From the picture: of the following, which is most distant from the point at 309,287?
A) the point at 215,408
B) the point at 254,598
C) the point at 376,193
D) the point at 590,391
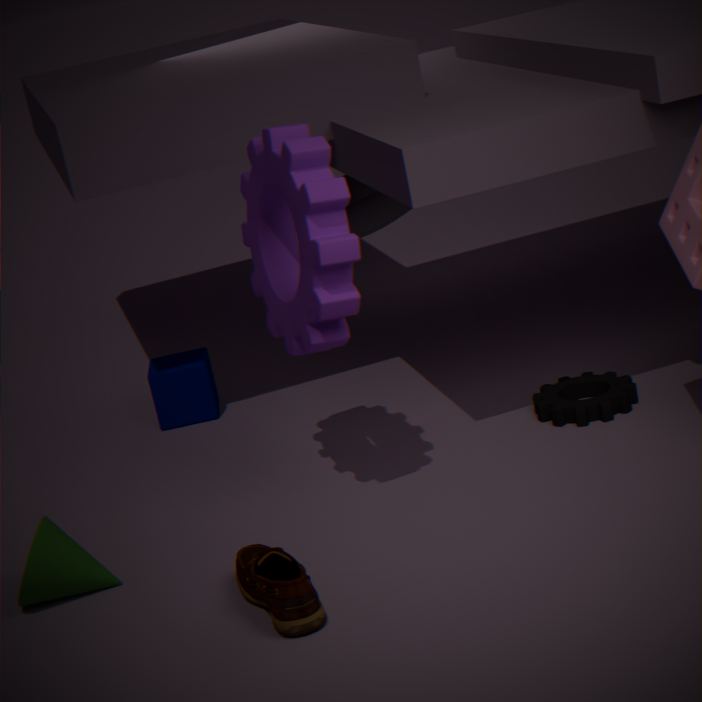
the point at 376,193
